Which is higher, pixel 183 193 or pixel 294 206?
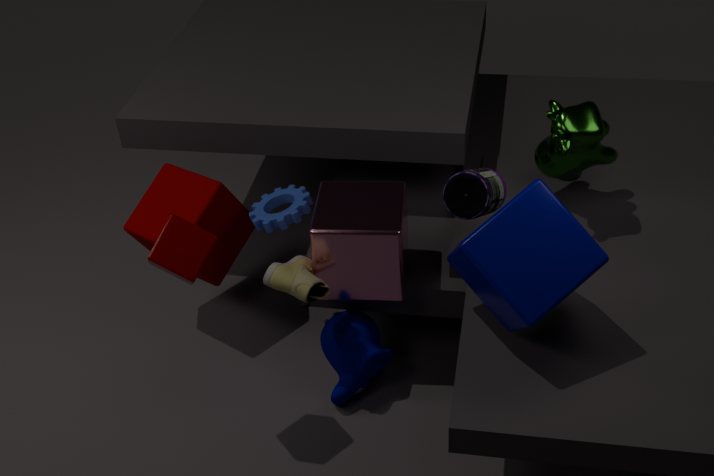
pixel 294 206
